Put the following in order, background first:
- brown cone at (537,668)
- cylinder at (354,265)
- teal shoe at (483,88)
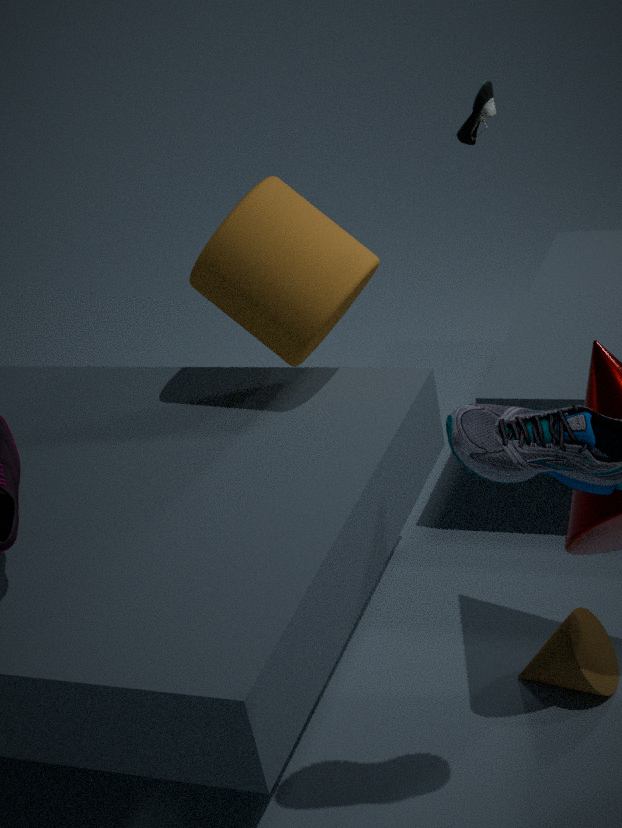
teal shoe at (483,88), cylinder at (354,265), brown cone at (537,668)
